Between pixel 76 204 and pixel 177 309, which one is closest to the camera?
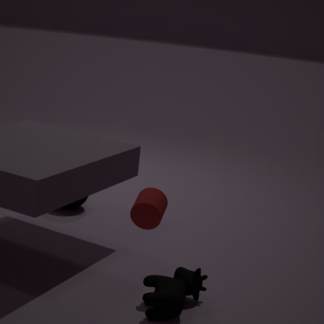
pixel 177 309
